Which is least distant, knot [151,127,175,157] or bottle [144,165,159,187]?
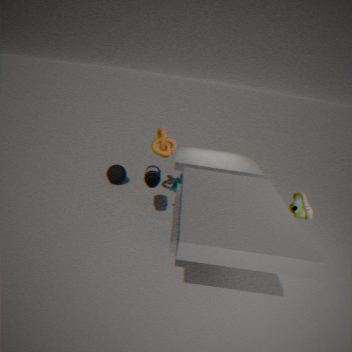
bottle [144,165,159,187]
